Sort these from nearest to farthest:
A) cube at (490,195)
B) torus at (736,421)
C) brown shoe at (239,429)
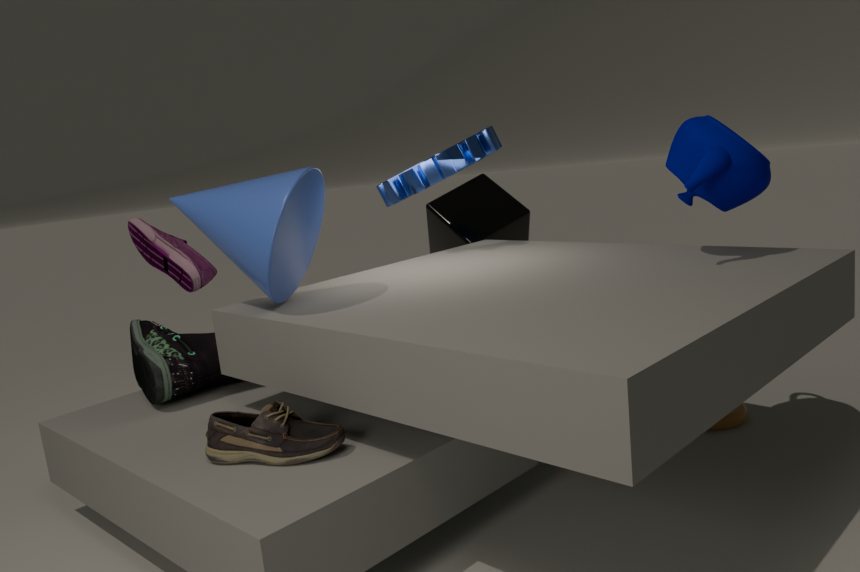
brown shoe at (239,429) < torus at (736,421) < cube at (490,195)
